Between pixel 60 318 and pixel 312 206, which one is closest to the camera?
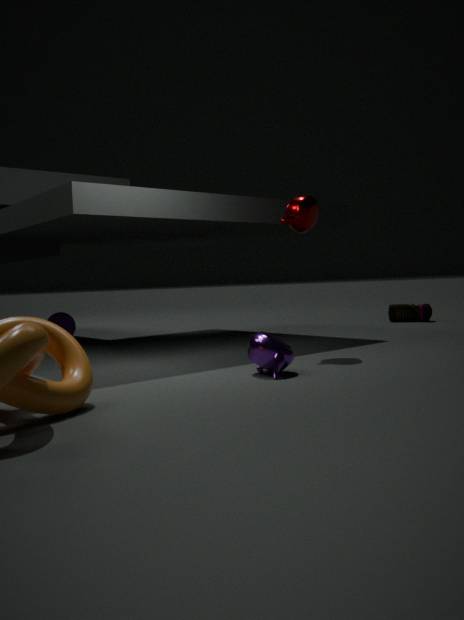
pixel 312 206
